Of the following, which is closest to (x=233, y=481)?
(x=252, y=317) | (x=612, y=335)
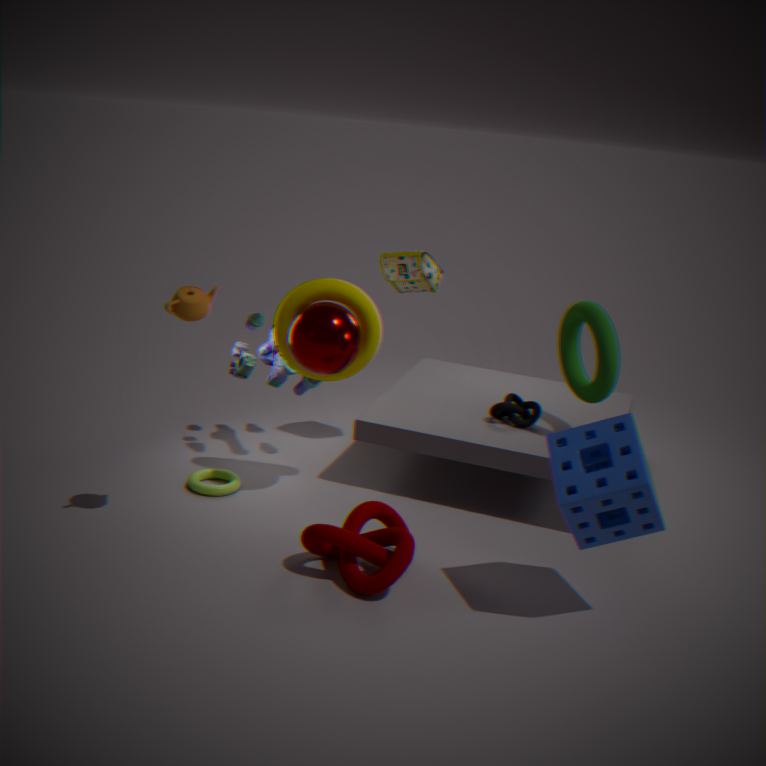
(x=252, y=317)
